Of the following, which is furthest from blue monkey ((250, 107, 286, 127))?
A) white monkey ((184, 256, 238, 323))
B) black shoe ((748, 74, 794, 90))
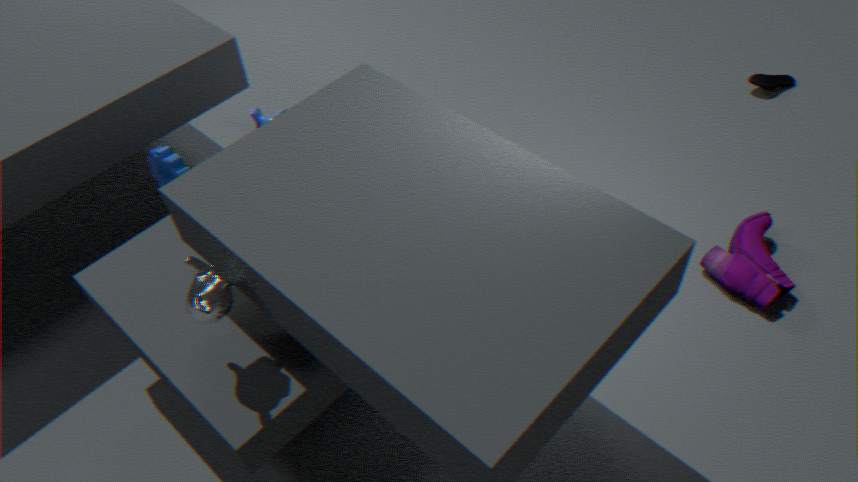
black shoe ((748, 74, 794, 90))
